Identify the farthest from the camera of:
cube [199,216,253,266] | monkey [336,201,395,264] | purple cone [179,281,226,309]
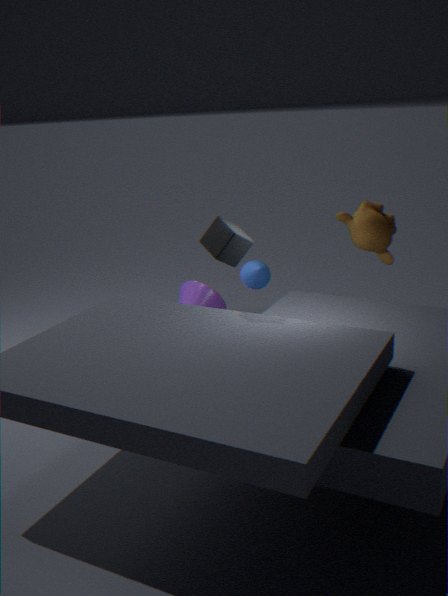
purple cone [179,281,226,309]
